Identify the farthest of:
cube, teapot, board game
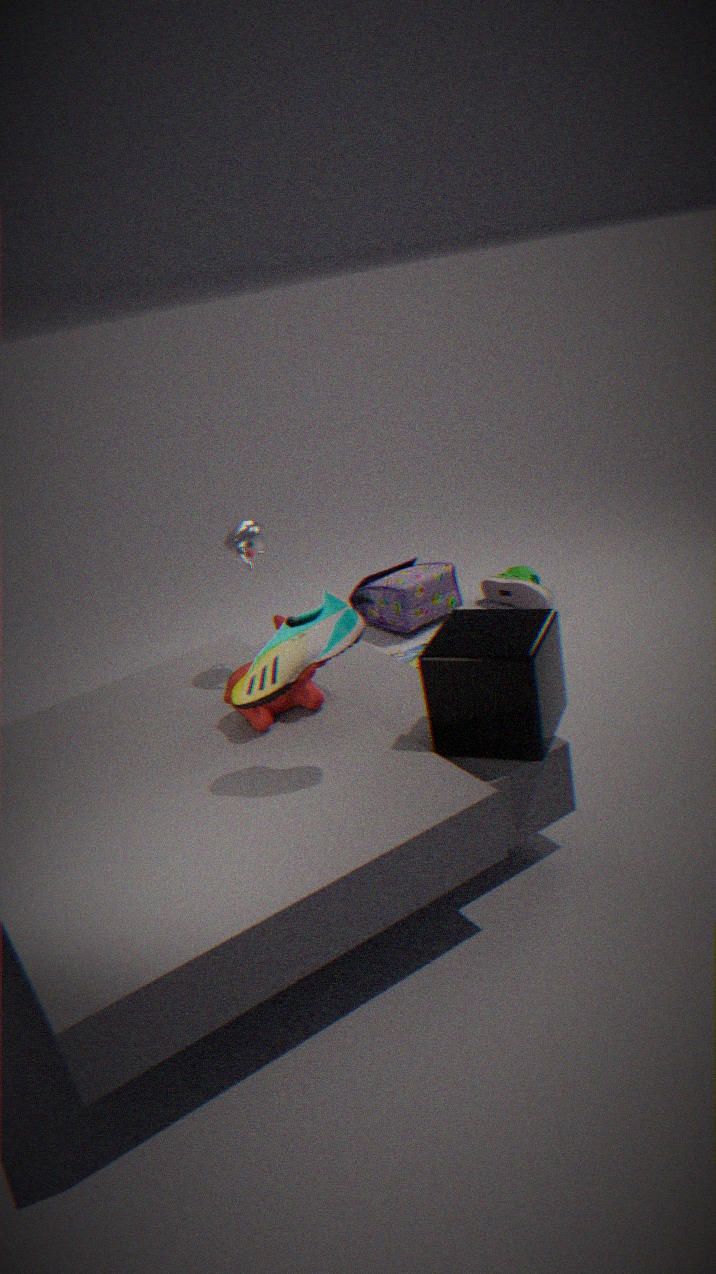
board game
